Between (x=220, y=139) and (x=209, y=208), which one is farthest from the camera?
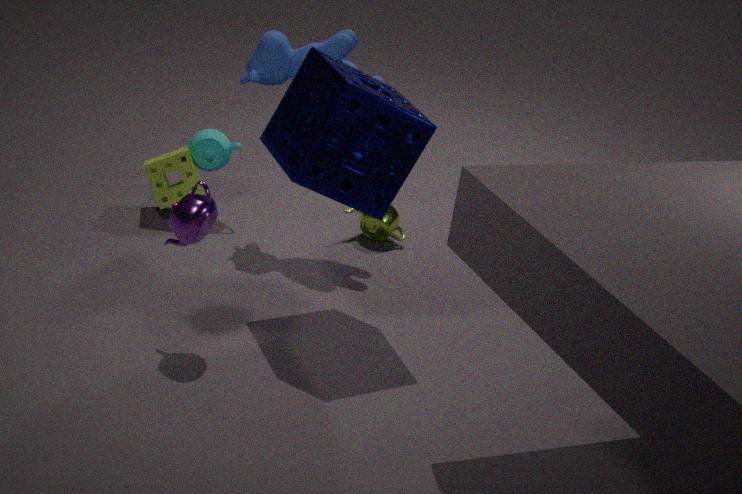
(x=220, y=139)
